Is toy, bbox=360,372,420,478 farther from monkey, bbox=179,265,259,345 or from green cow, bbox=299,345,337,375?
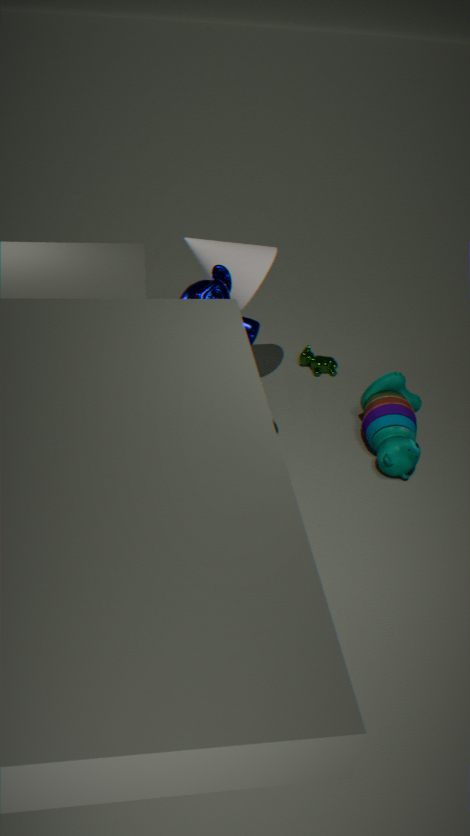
monkey, bbox=179,265,259,345
